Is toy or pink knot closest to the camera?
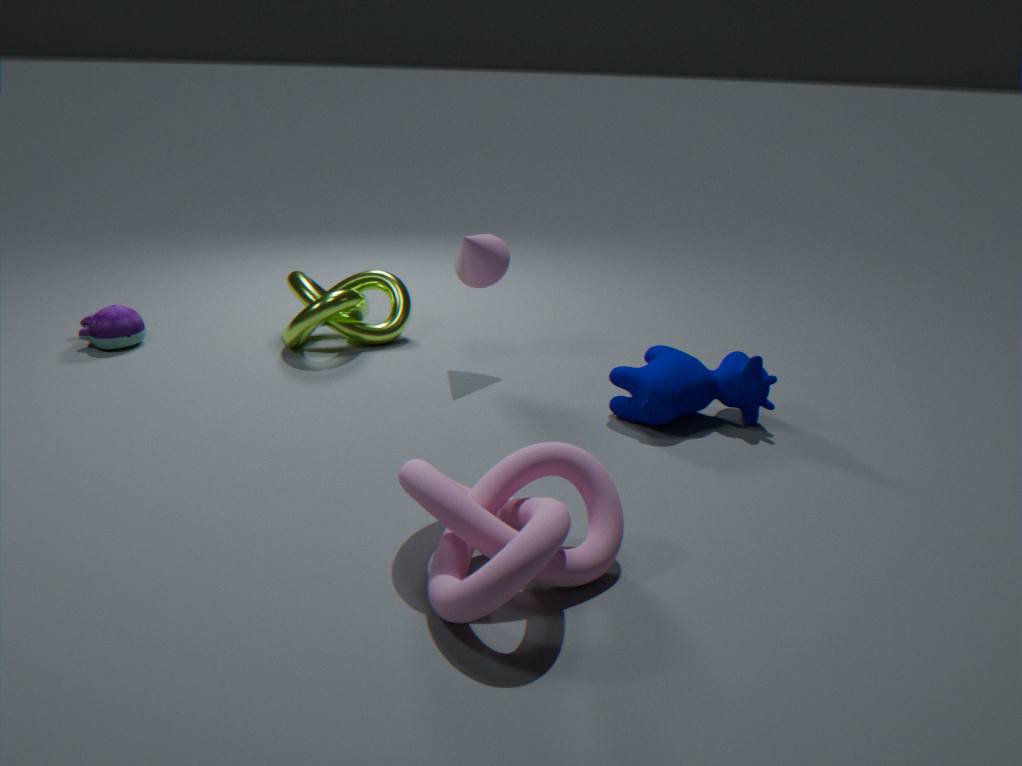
pink knot
